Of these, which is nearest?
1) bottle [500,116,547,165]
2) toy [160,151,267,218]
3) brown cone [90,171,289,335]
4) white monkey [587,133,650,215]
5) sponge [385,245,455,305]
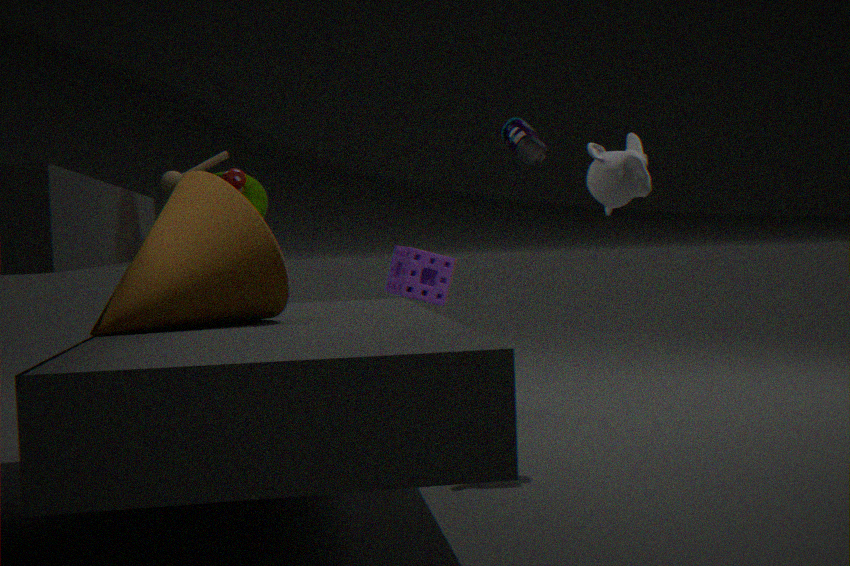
3. brown cone [90,171,289,335]
